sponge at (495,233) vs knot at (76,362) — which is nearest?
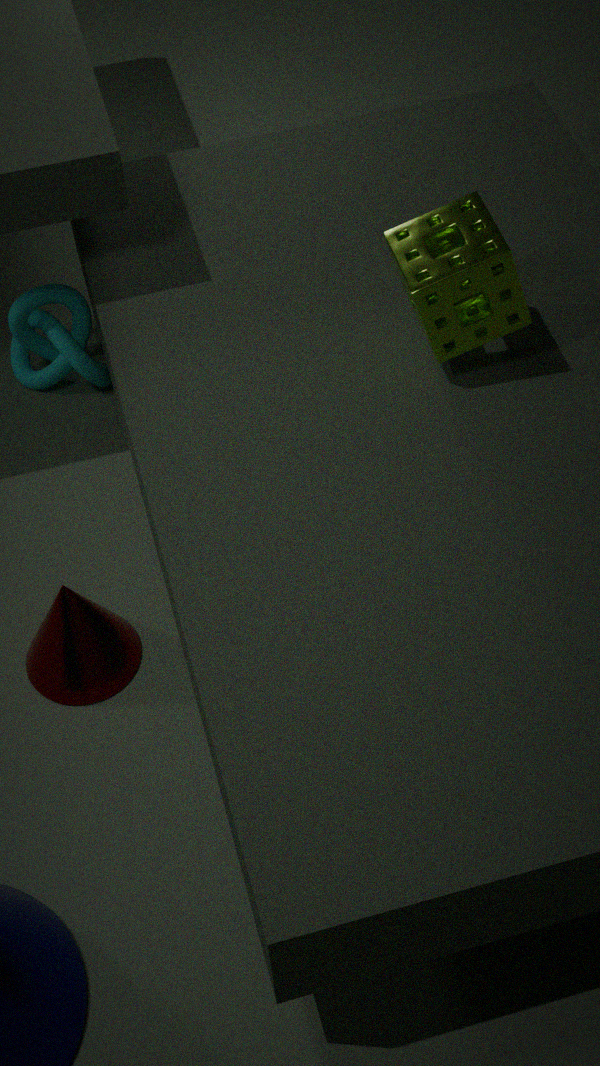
sponge at (495,233)
